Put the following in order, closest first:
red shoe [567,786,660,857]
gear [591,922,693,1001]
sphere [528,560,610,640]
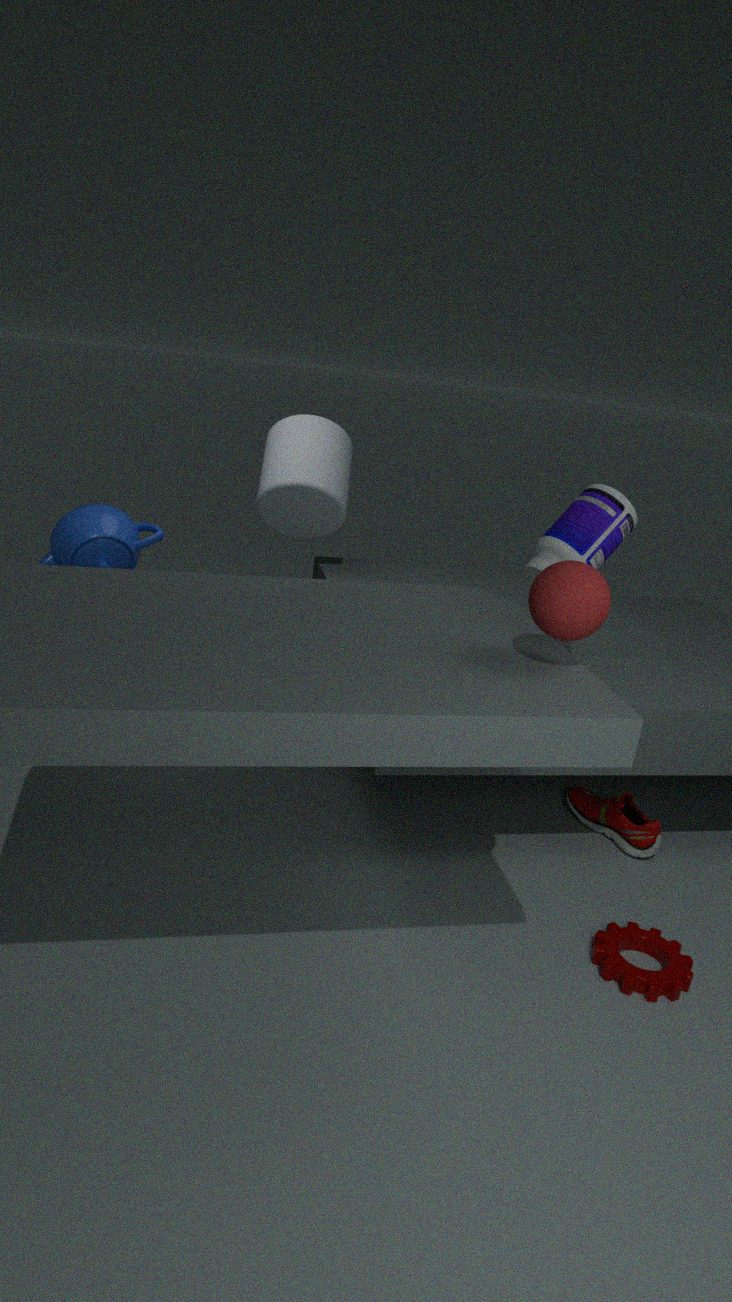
sphere [528,560,610,640], gear [591,922,693,1001], red shoe [567,786,660,857]
